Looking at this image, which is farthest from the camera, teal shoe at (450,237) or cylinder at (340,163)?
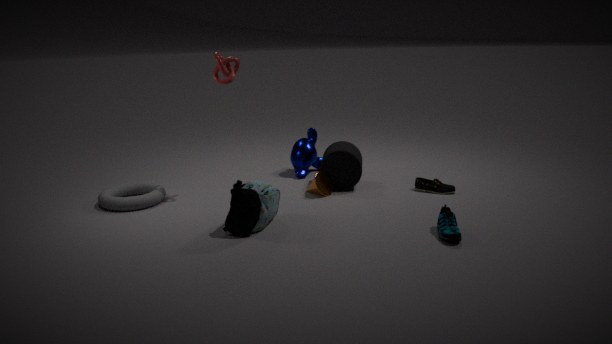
cylinder at (340,163)
